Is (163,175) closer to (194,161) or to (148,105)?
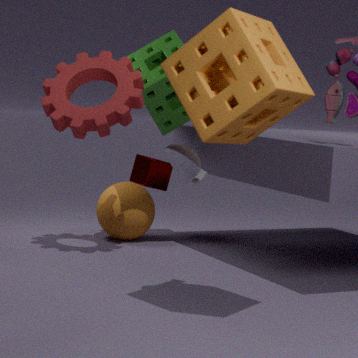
(148,105)
